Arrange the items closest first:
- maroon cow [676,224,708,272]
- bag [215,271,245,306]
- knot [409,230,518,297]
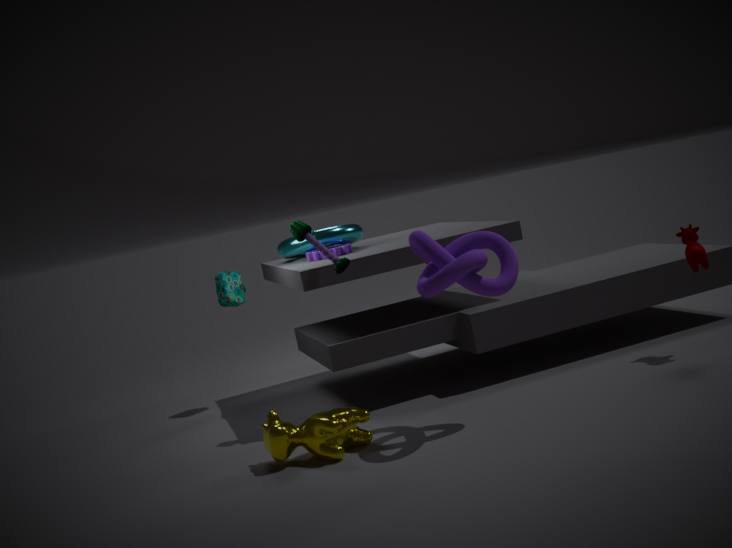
knot [409,230,518,297]
maroon cow [676,224,708,272]
bag [215,271,245,306]
